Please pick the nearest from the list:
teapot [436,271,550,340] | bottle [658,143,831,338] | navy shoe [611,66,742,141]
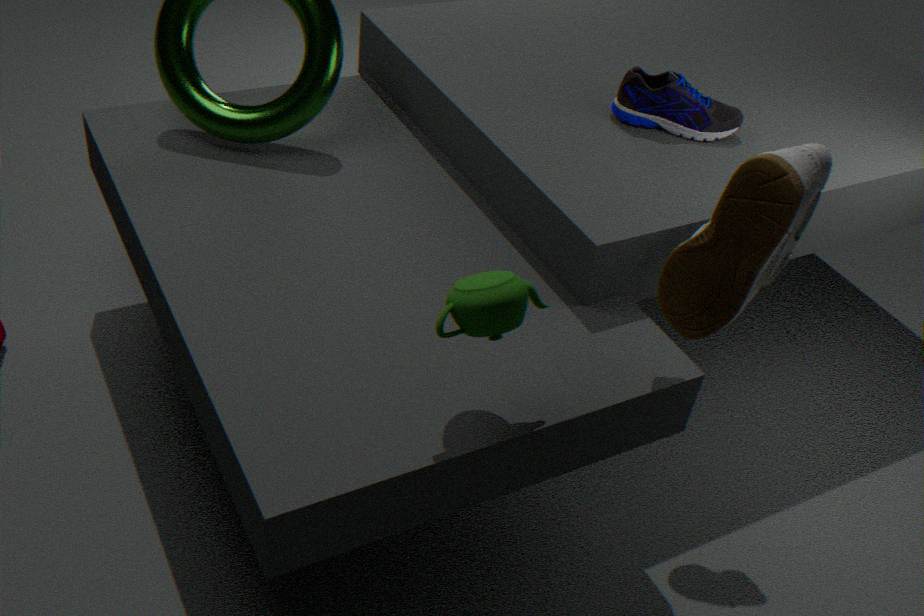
bottle [658,143,831,338]
